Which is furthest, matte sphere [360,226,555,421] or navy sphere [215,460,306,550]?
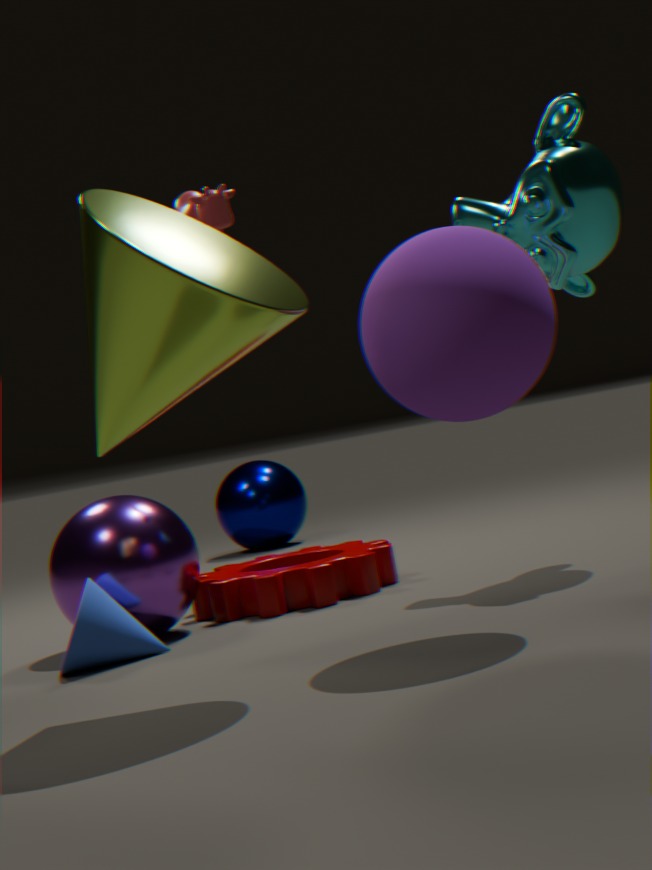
navy sphere [215,460,306,550]
